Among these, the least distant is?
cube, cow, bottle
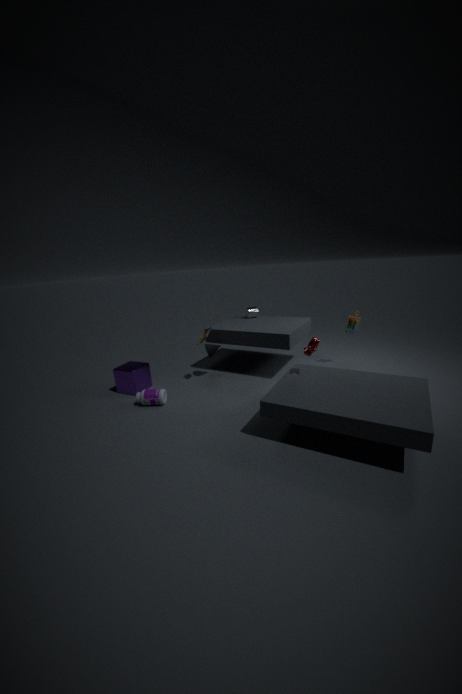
cow
